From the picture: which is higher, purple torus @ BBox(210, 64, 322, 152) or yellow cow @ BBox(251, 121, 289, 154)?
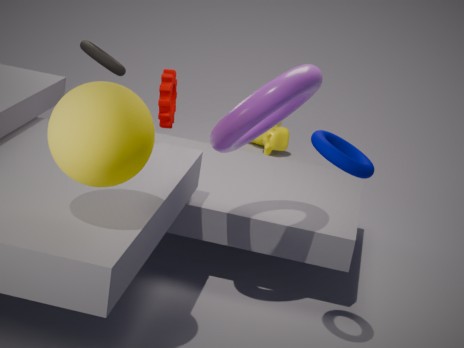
purple torus @ BBox(210, 64, 322, 152)
